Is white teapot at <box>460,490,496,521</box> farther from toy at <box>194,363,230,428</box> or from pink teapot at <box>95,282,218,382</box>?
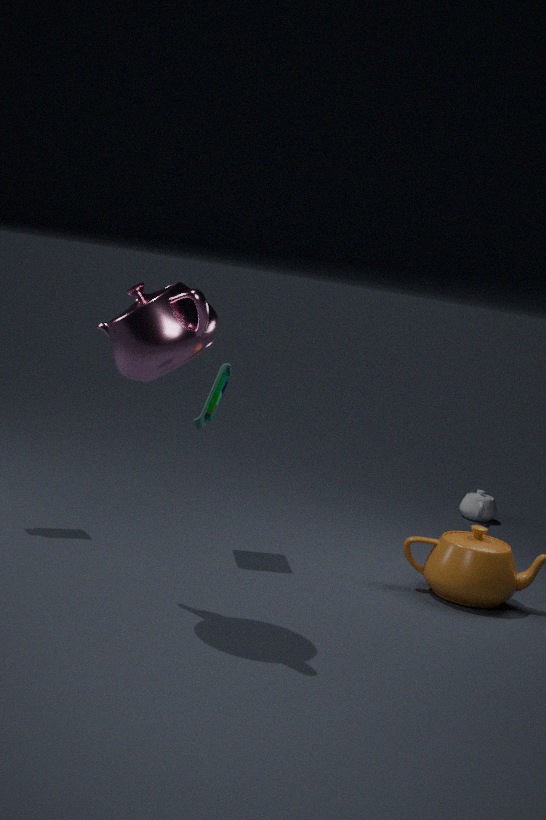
pink teapot at <box>95,282,218,382</box>
